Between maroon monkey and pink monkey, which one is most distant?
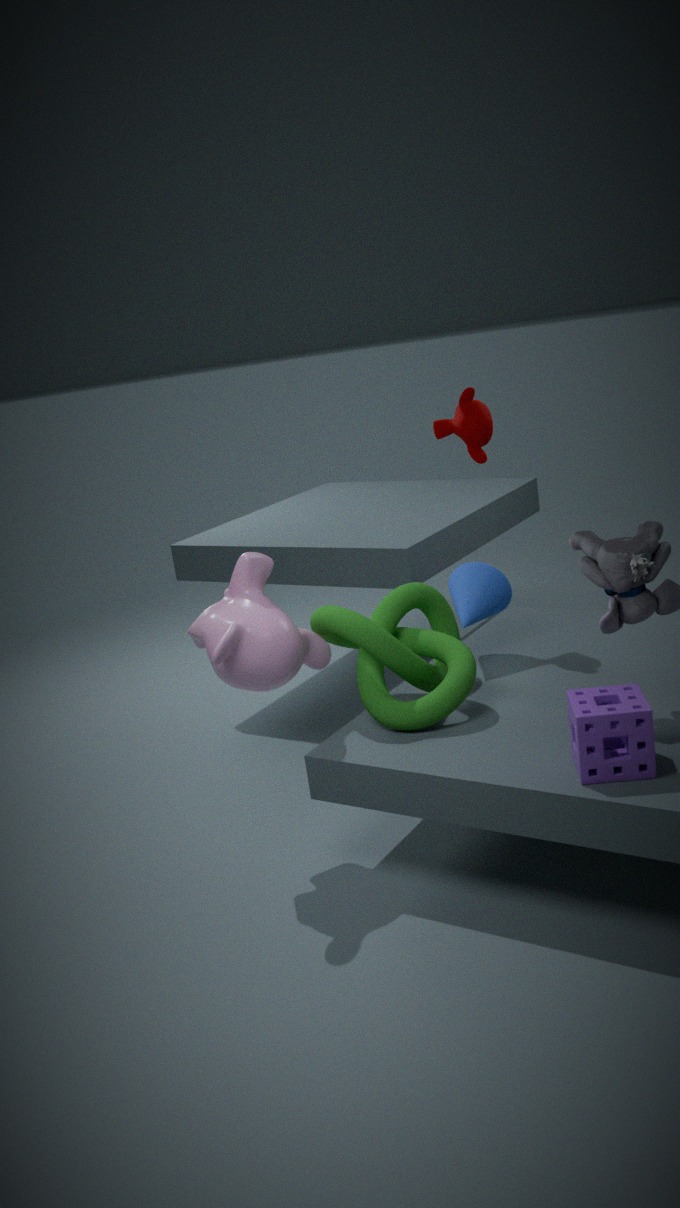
maroon monkey
